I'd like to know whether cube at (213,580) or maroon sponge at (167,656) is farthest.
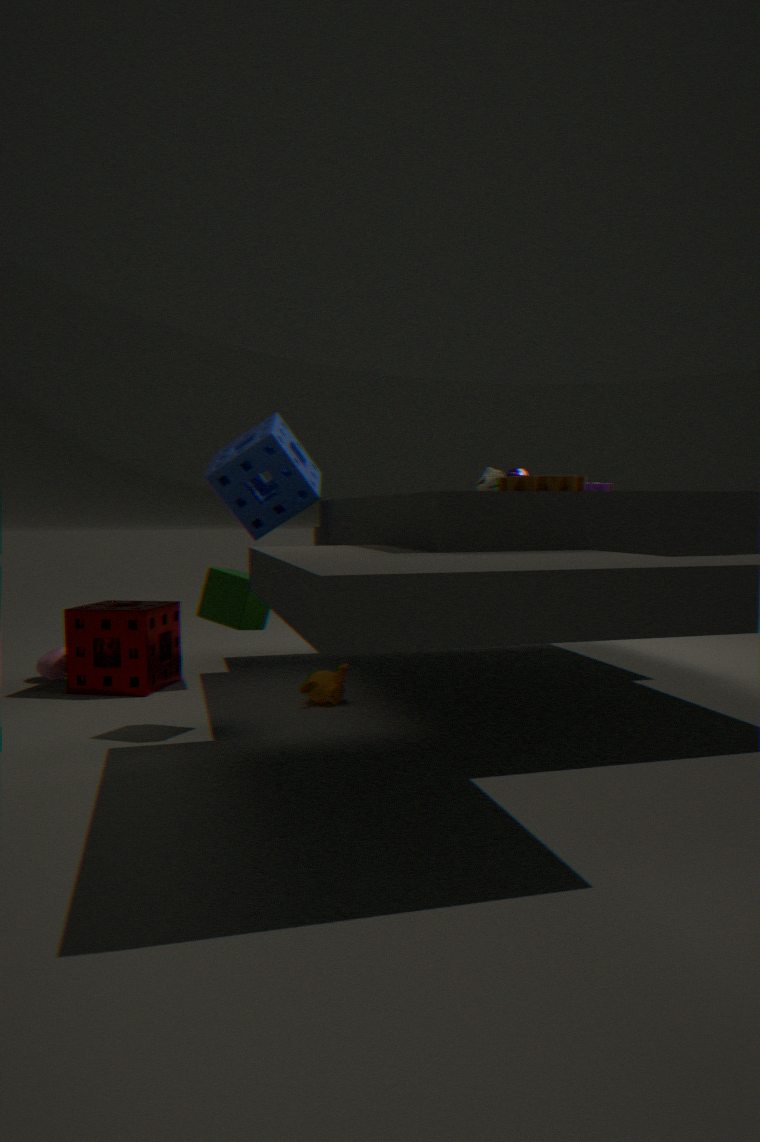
maroon sponge at (167,656)
